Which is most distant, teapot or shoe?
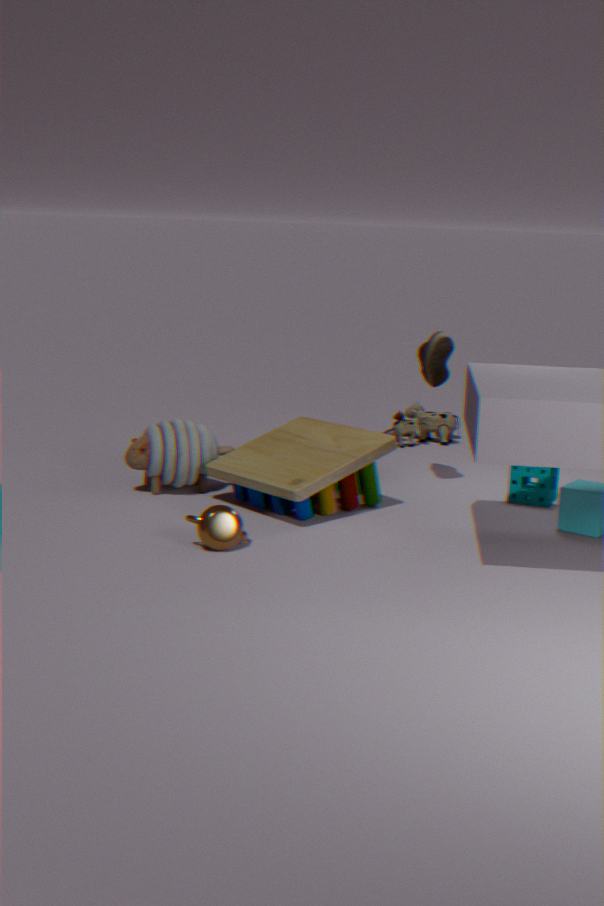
shoe
